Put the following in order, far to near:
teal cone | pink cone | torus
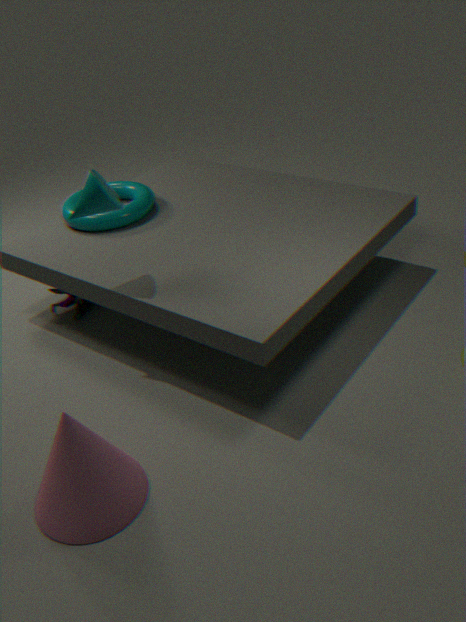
torus
teal cone
pink cone
